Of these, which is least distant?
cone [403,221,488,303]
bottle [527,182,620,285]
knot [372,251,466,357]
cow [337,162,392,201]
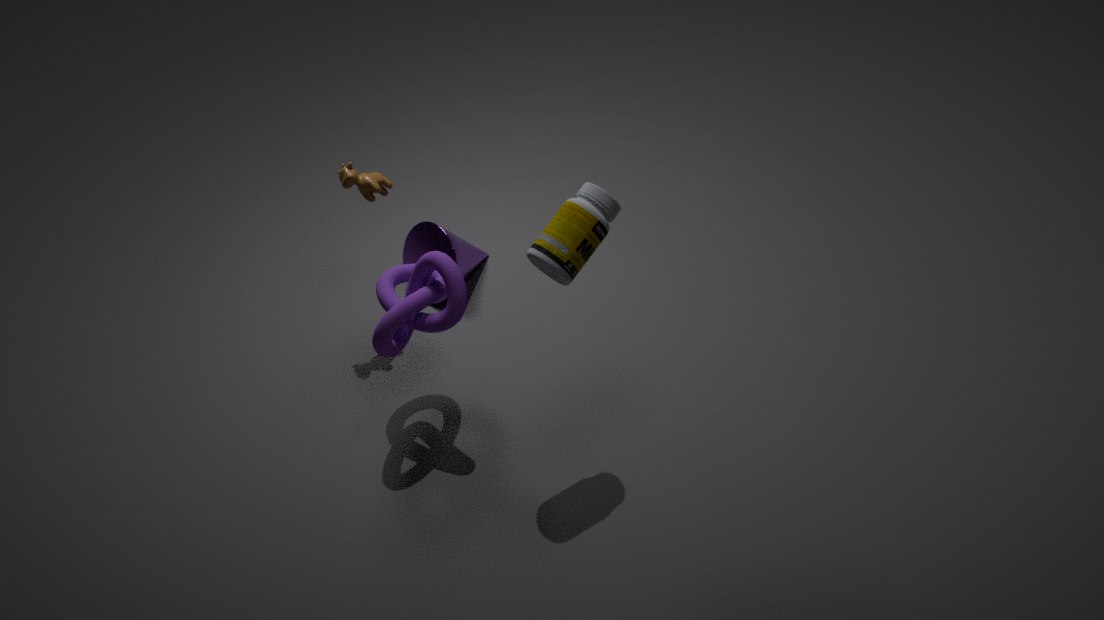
bottle [527,182,620,285]
